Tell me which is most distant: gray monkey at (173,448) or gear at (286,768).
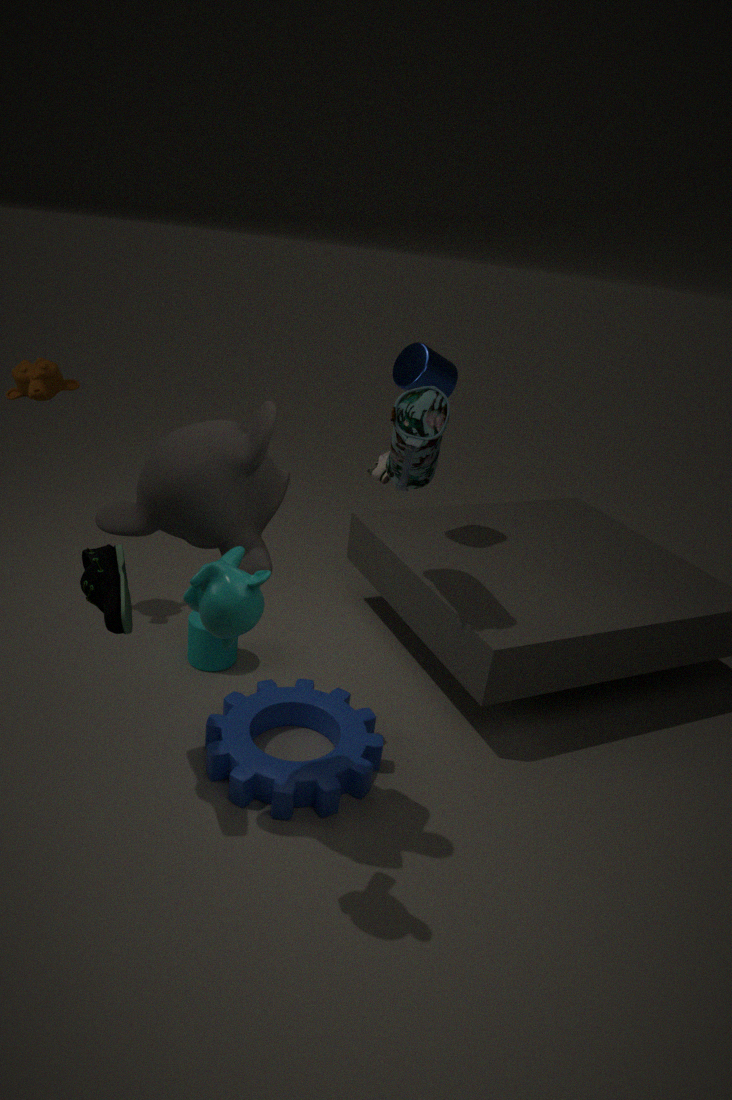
gear at (286,768)
